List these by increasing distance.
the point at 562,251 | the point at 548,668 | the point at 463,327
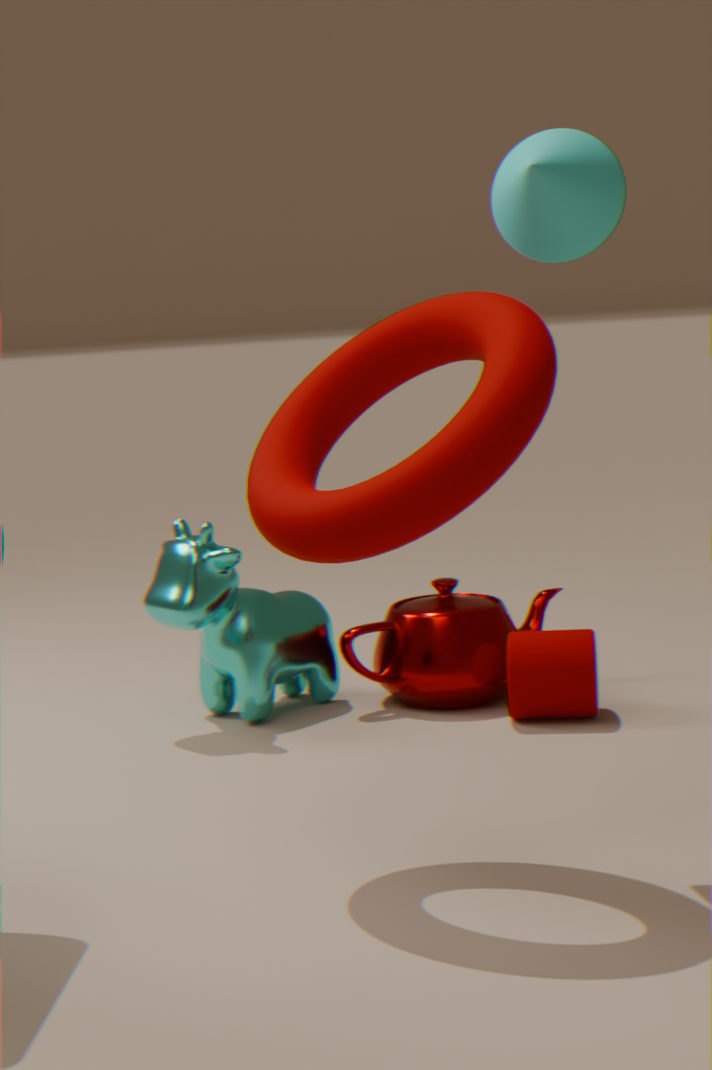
the point at 463,327 → the point at 562,251 → the point at 548,668
